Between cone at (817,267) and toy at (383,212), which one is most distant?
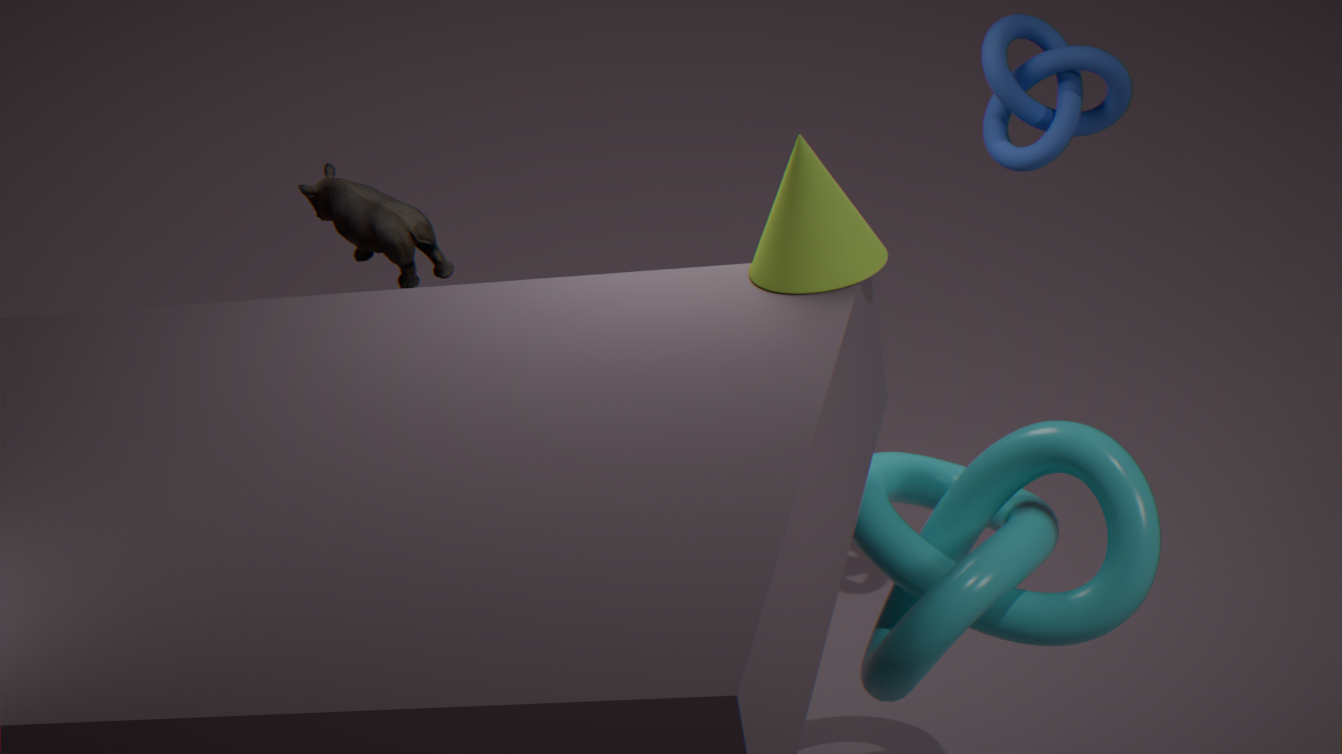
toy at (383,212)
